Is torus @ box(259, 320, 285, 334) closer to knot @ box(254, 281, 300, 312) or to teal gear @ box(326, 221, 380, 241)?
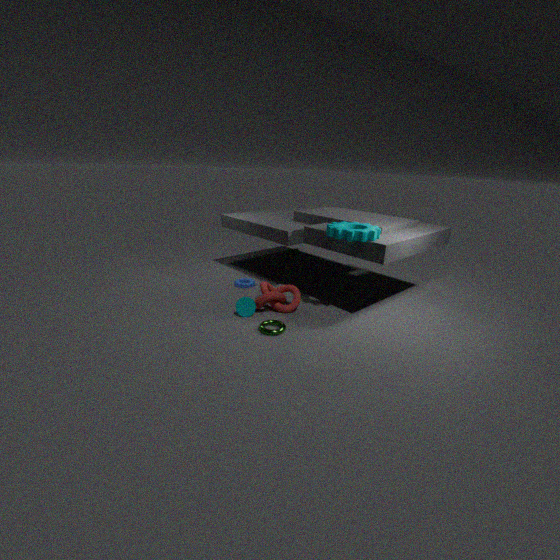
knot @ box(254, 281, 300, 312)
